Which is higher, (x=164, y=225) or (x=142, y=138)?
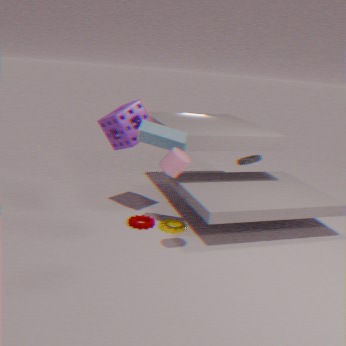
(x=142, y=138)
